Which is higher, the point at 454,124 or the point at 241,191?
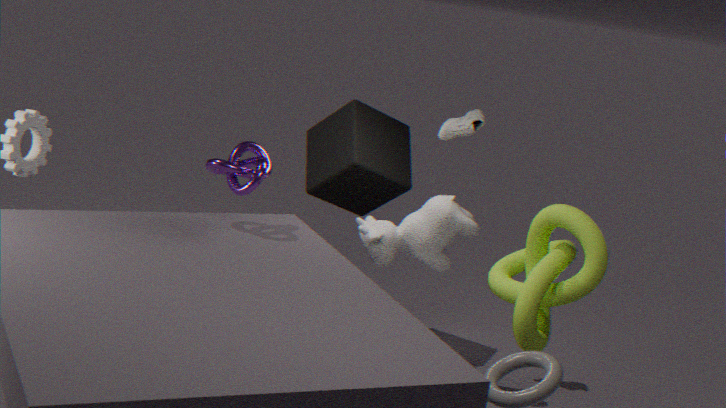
the point at 454,124
